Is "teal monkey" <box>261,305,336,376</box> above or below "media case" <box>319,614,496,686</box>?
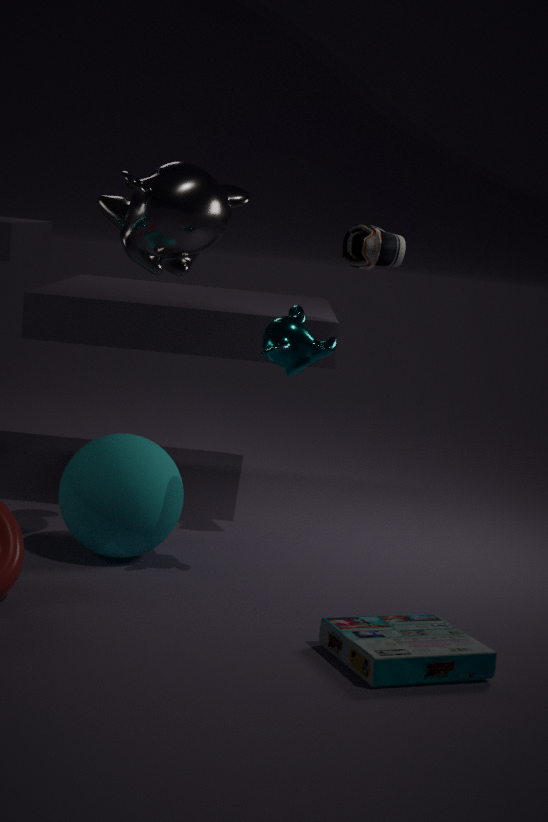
above
